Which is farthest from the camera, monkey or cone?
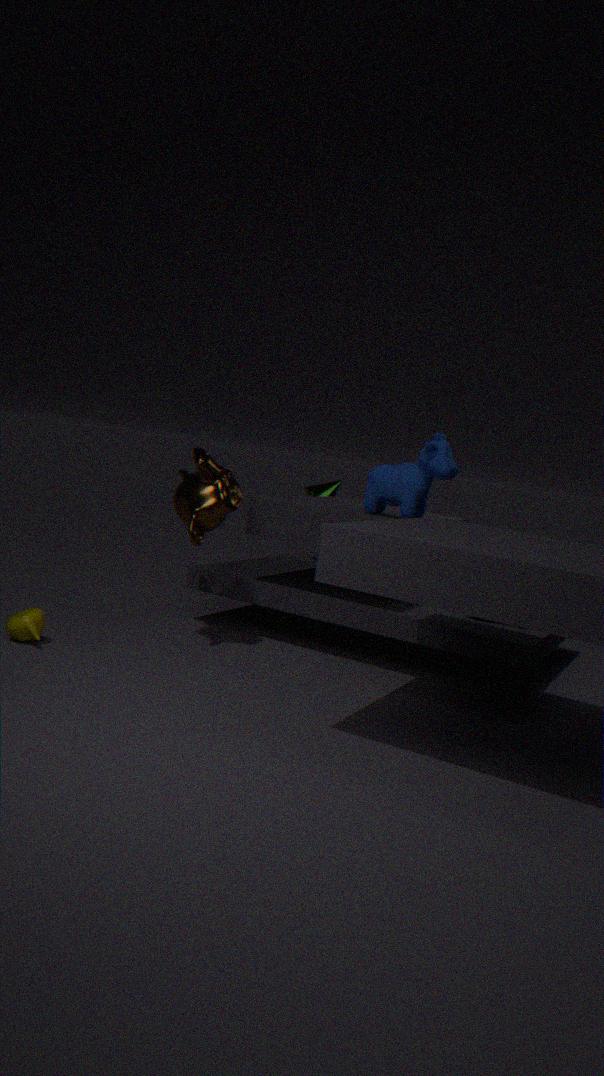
→ cone
